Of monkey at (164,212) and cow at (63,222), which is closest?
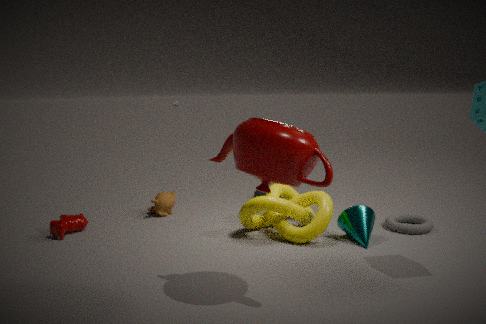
cow at (63,222)
